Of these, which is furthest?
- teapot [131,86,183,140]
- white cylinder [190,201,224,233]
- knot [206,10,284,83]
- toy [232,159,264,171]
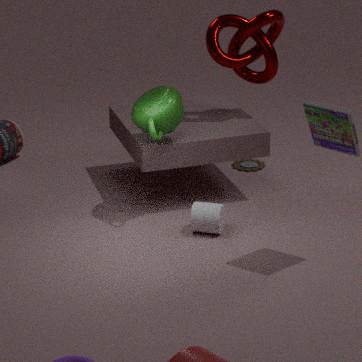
toy [232,159,264,171]
